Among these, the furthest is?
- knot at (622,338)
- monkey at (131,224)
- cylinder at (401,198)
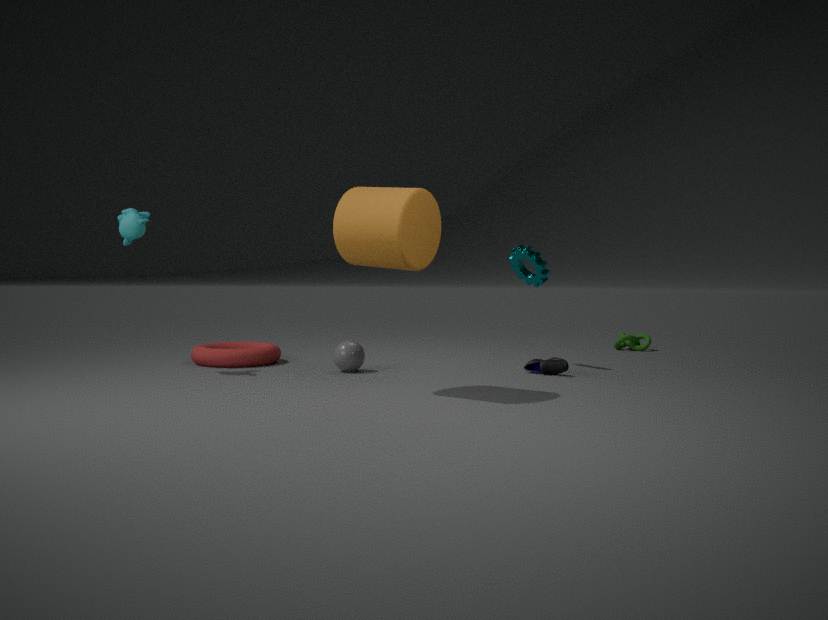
knot at (622,338)
